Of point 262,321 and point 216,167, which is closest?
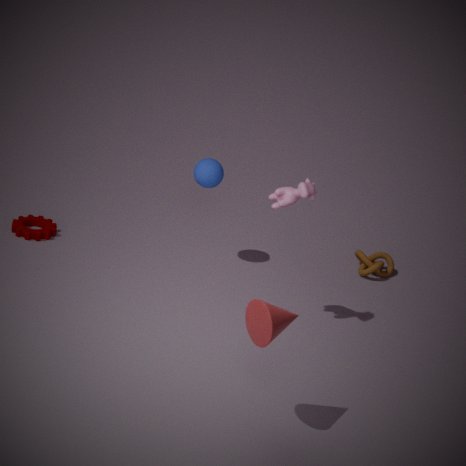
point 262,321
